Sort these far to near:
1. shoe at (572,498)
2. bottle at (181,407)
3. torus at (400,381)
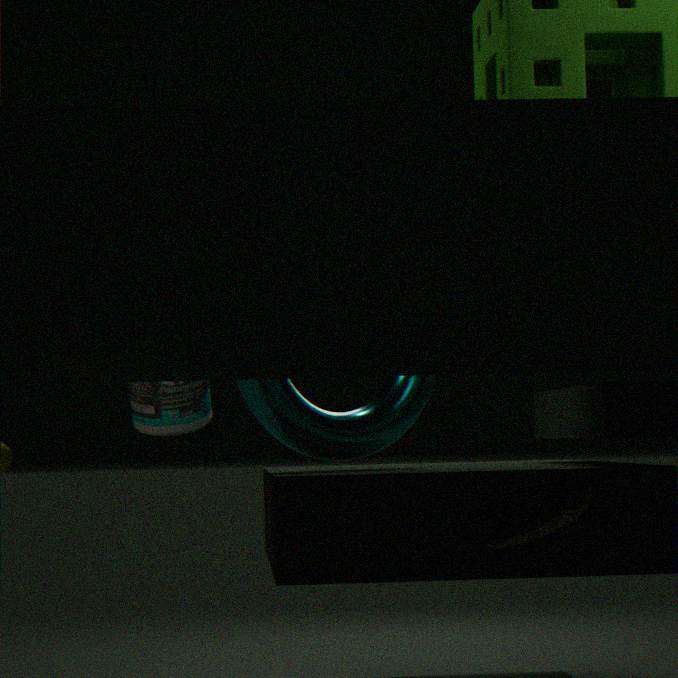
bottle at (181,407), torus at (400,381), shoe at (572,498)
